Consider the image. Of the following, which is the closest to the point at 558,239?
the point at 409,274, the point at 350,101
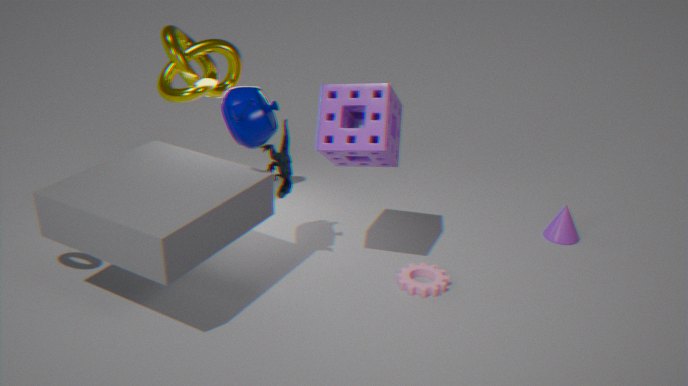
the point at 409,274
